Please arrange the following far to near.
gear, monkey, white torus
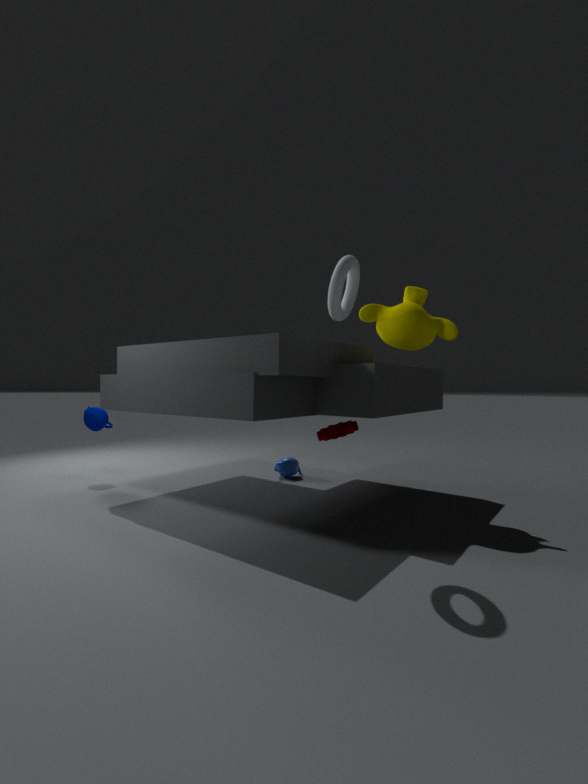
gear < monkey < white torus
